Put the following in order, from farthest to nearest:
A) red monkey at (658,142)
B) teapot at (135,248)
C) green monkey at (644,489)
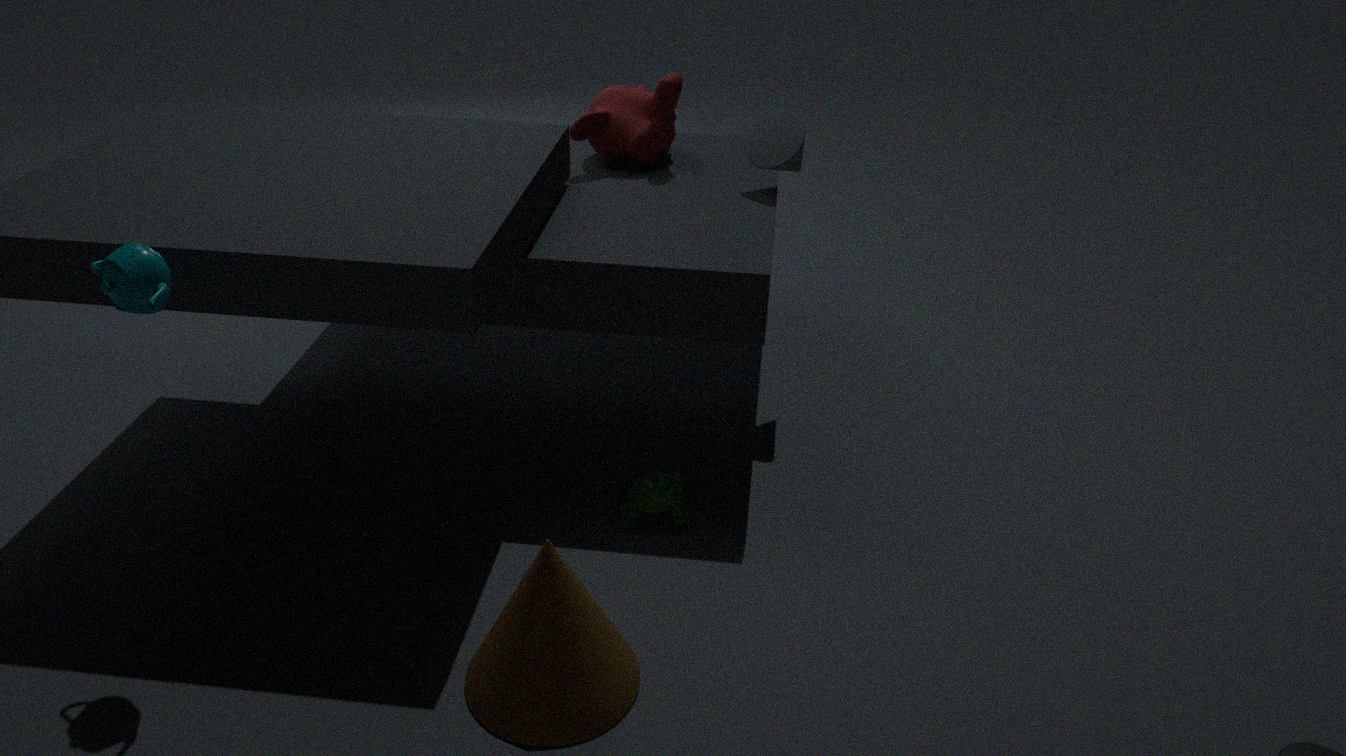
red monkey at (658,142) < green monkey at (644,489) < teapot at (135,248)
